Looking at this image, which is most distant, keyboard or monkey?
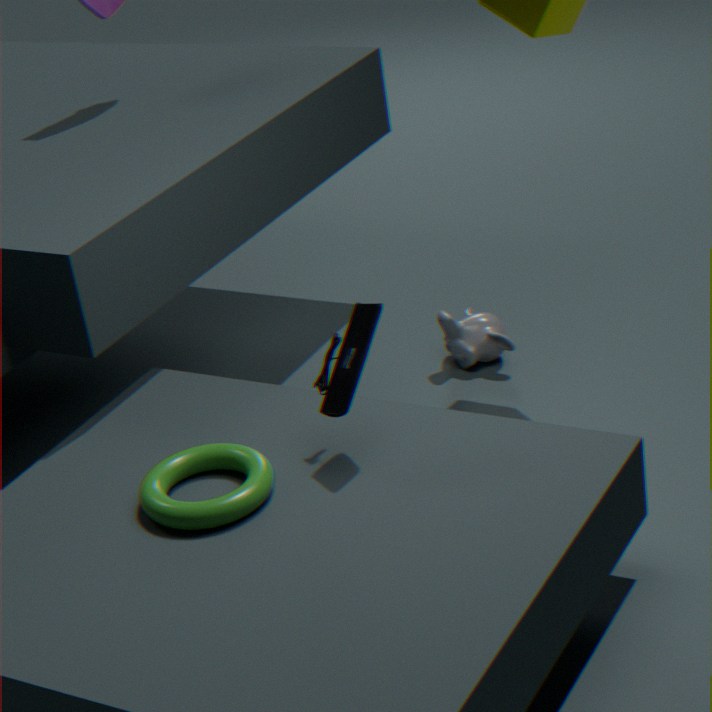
monkey
